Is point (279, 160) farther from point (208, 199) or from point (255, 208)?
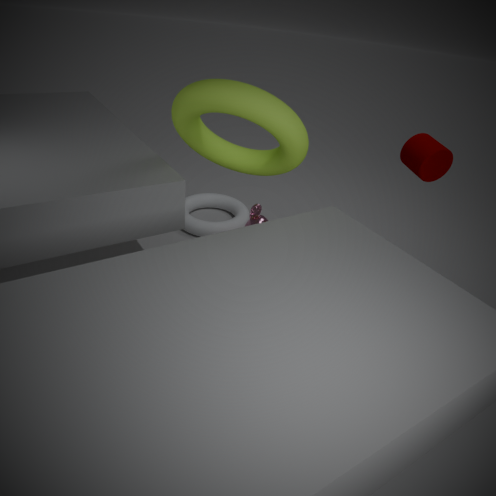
point (208, 199)
